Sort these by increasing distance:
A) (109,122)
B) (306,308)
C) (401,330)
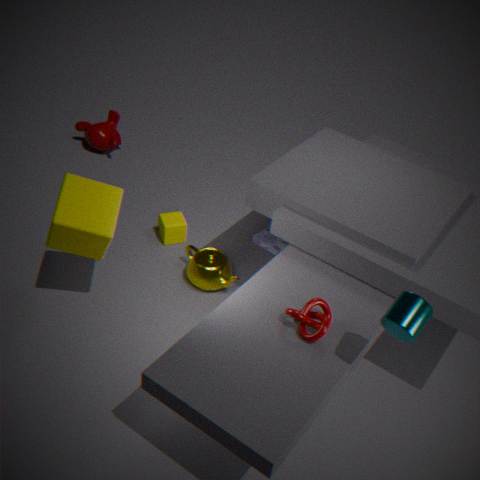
1. (401,330)
2. (306,308)
3. (109,122)
